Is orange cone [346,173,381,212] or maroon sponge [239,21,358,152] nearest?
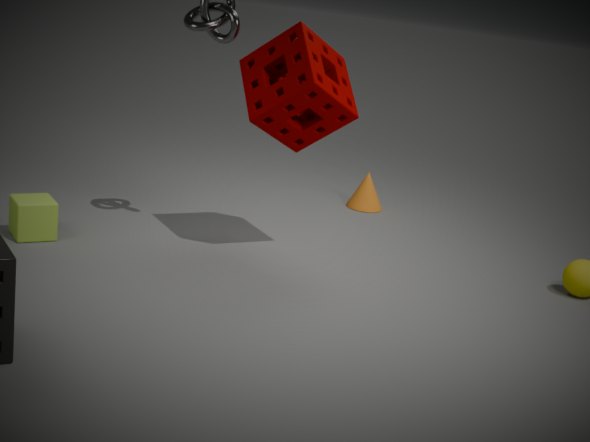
maroon sponge [239,21,358,152]
